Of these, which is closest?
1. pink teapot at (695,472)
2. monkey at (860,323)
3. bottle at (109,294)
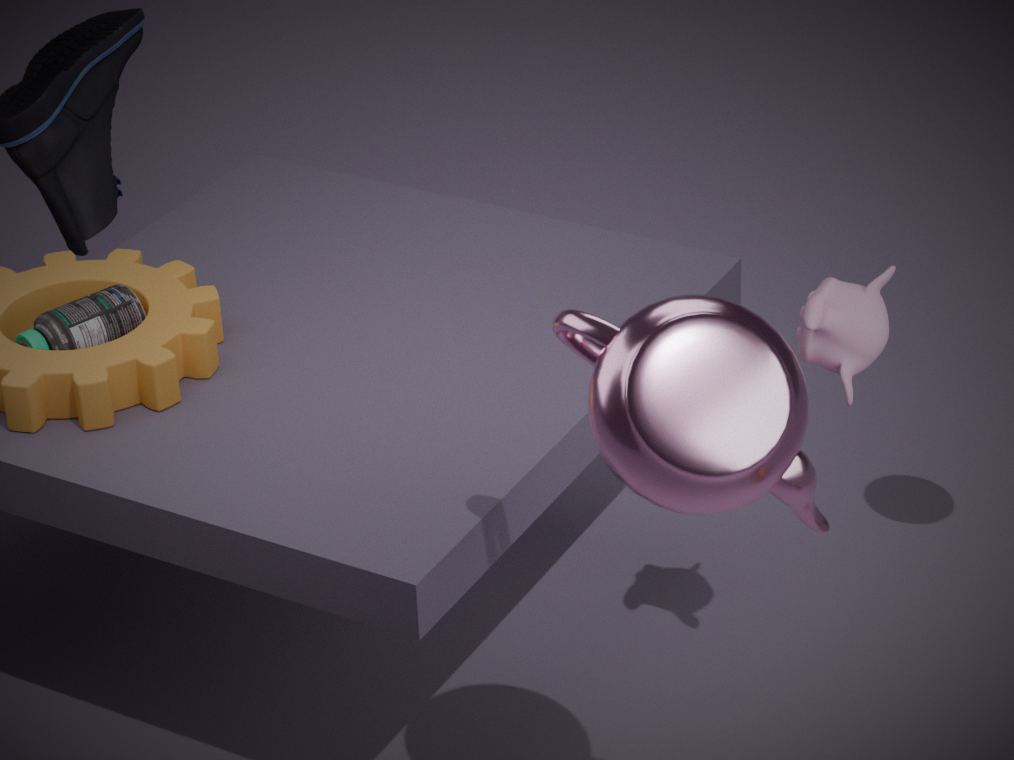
pink teapot at (695,472)
